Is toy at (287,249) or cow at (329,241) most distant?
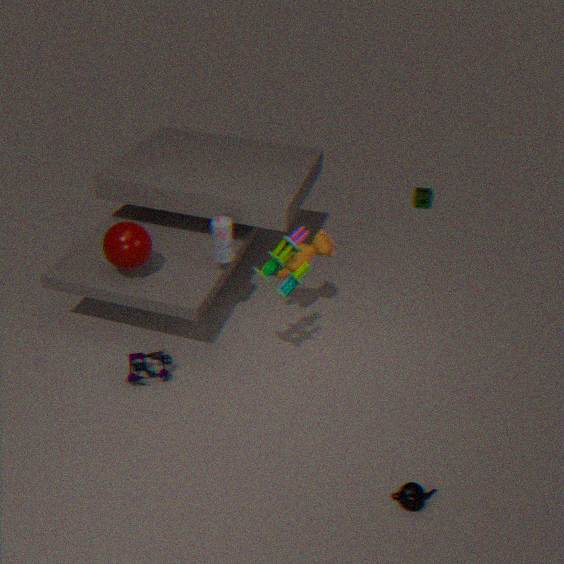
cow at (329,241)
